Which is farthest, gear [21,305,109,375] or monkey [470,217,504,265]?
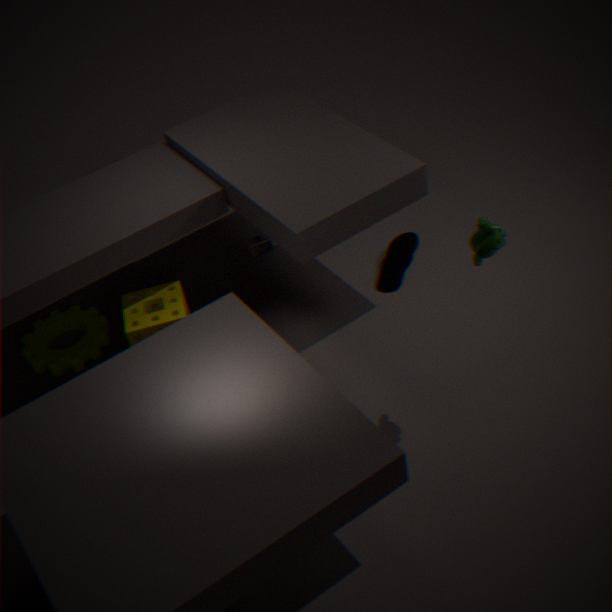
gear [21,305,109,375]
